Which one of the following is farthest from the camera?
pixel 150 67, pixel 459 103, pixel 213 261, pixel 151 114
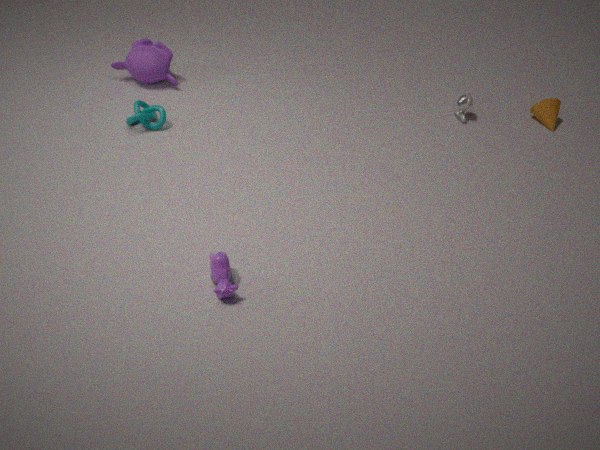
pixel 150 67
